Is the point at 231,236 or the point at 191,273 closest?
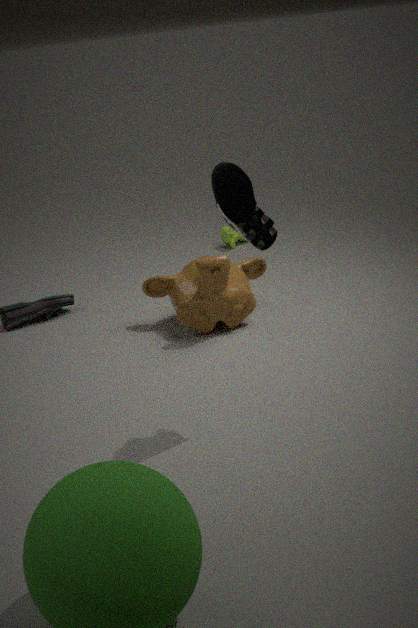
the point at 191,273
